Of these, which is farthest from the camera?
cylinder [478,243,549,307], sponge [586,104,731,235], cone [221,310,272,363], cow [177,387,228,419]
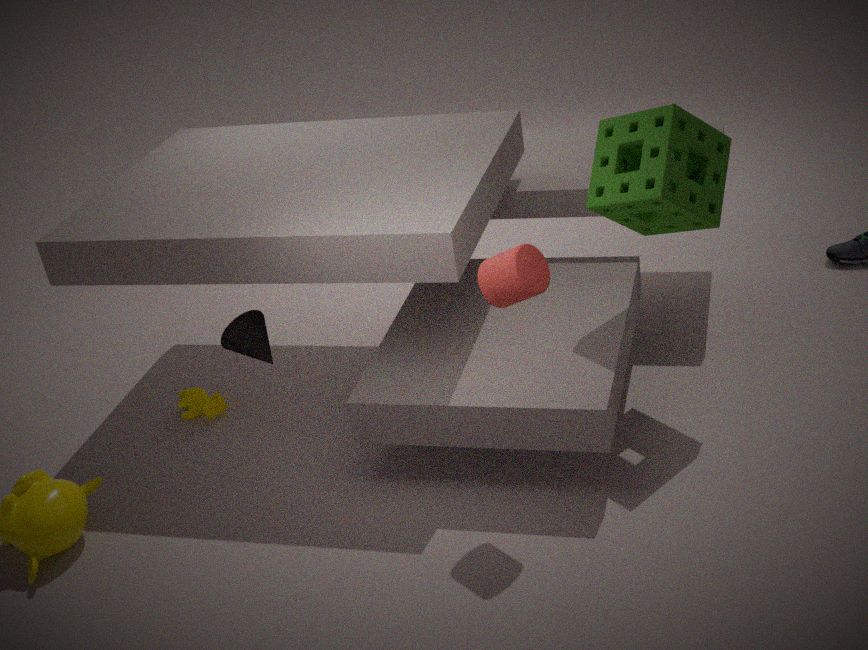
cow [177,387,228,419]
